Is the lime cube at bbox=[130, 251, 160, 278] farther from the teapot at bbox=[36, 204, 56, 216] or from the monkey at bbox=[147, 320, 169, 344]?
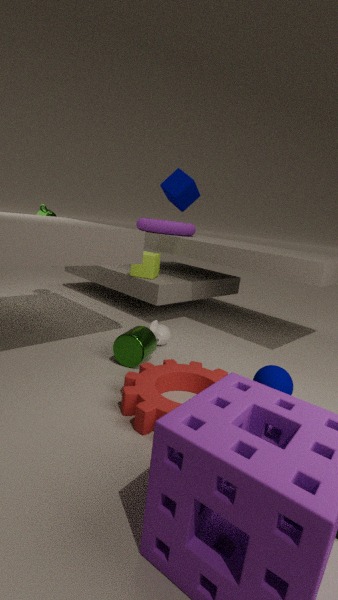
the teapot at bbox=[36, 204, 56, 216]
